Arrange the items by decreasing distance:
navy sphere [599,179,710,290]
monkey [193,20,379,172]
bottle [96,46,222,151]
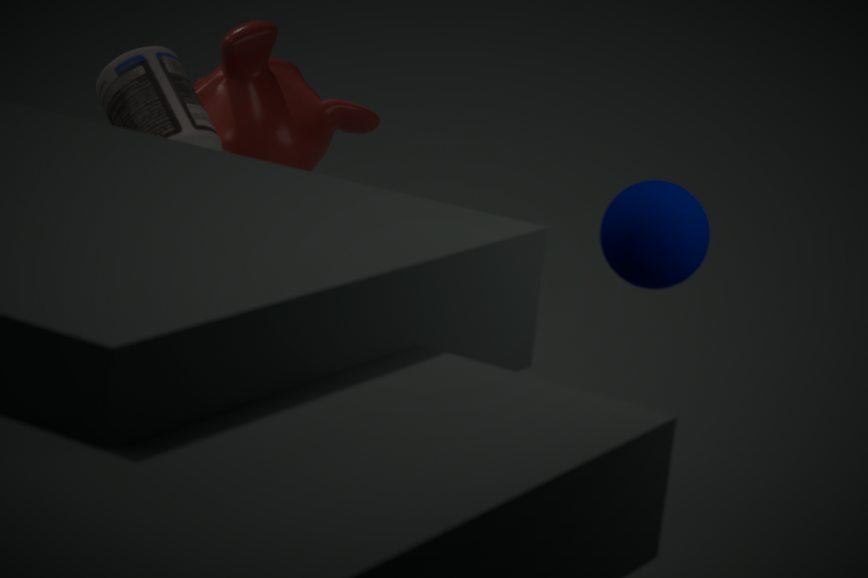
monkey [193,20,379,172] < bottle [96,46,222,151] < navy sphere [599,179,710,290]
